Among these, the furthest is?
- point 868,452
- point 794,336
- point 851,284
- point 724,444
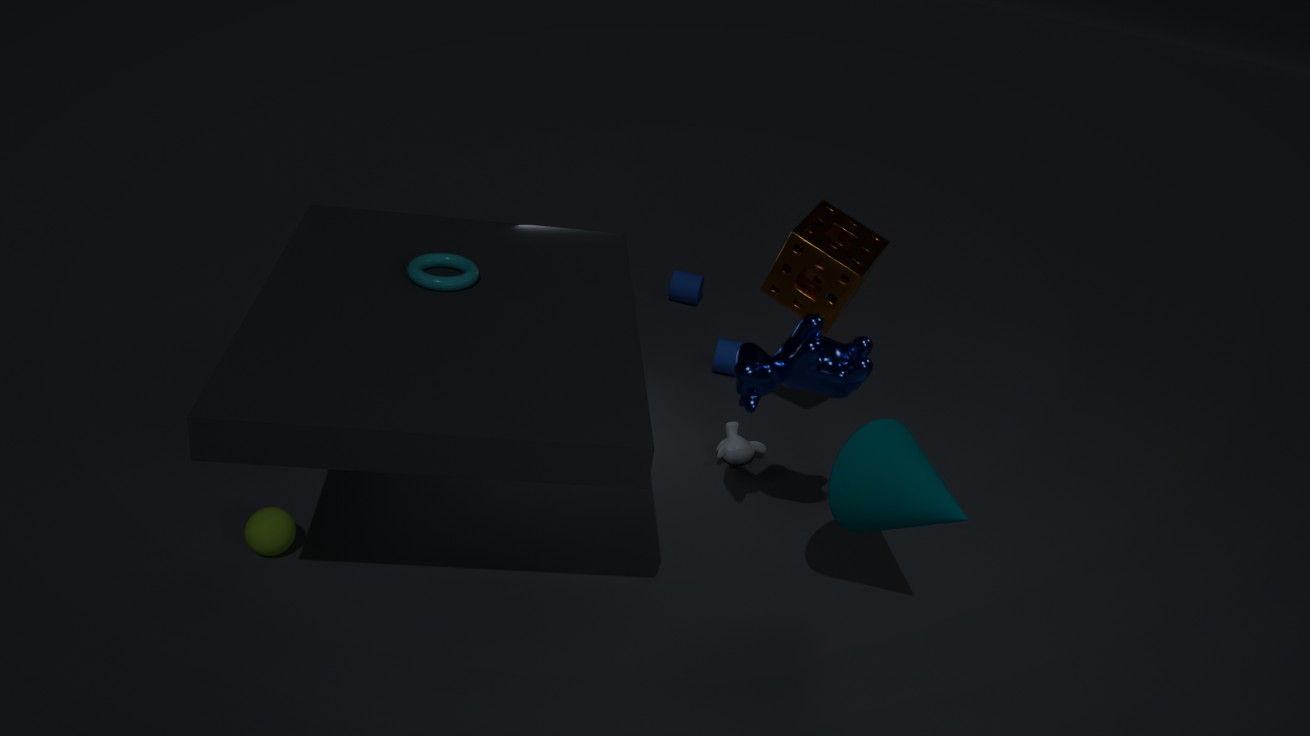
point 724,444
